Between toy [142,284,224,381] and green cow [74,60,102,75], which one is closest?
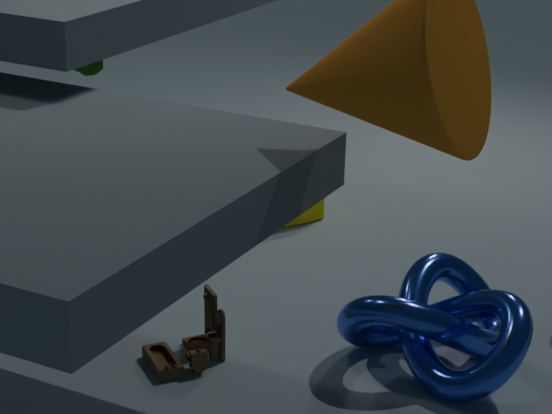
toy [142,284,224,381]
